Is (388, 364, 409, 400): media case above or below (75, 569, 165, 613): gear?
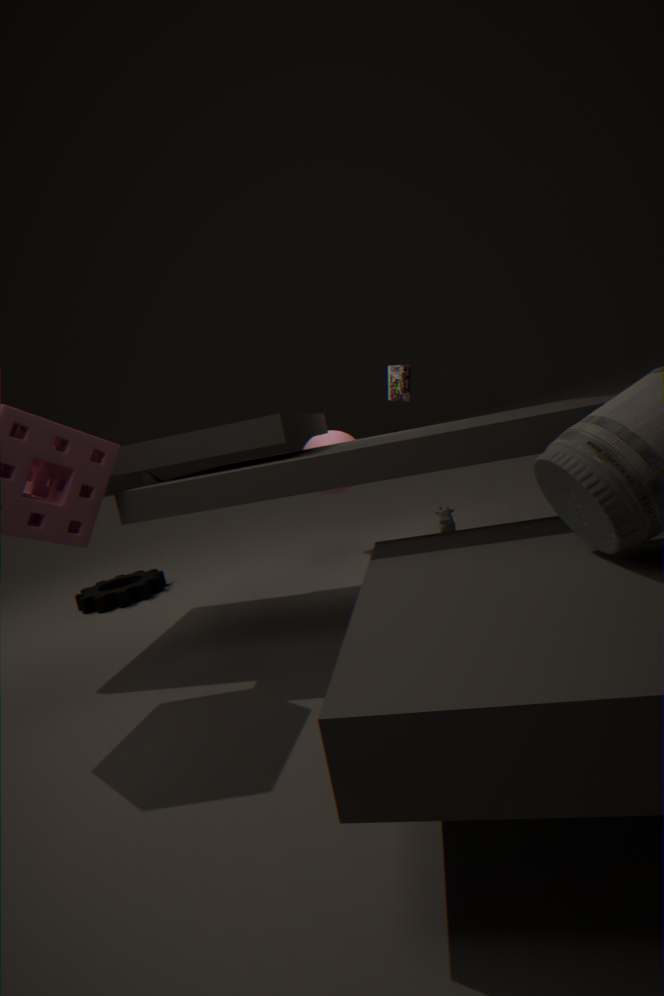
above
